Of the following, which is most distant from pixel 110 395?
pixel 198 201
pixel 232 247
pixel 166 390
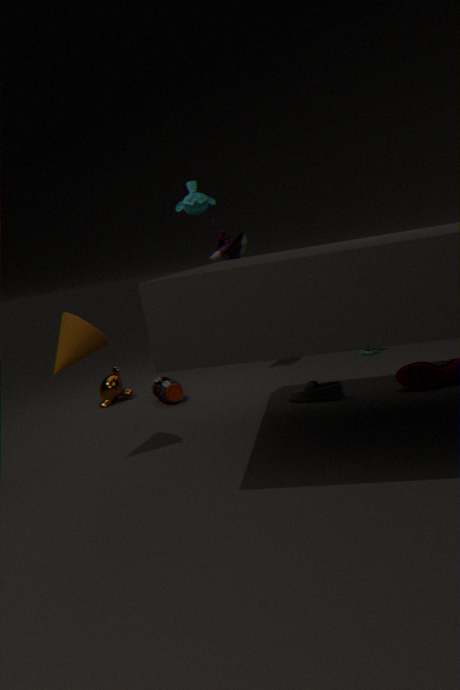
pixel 198 201
